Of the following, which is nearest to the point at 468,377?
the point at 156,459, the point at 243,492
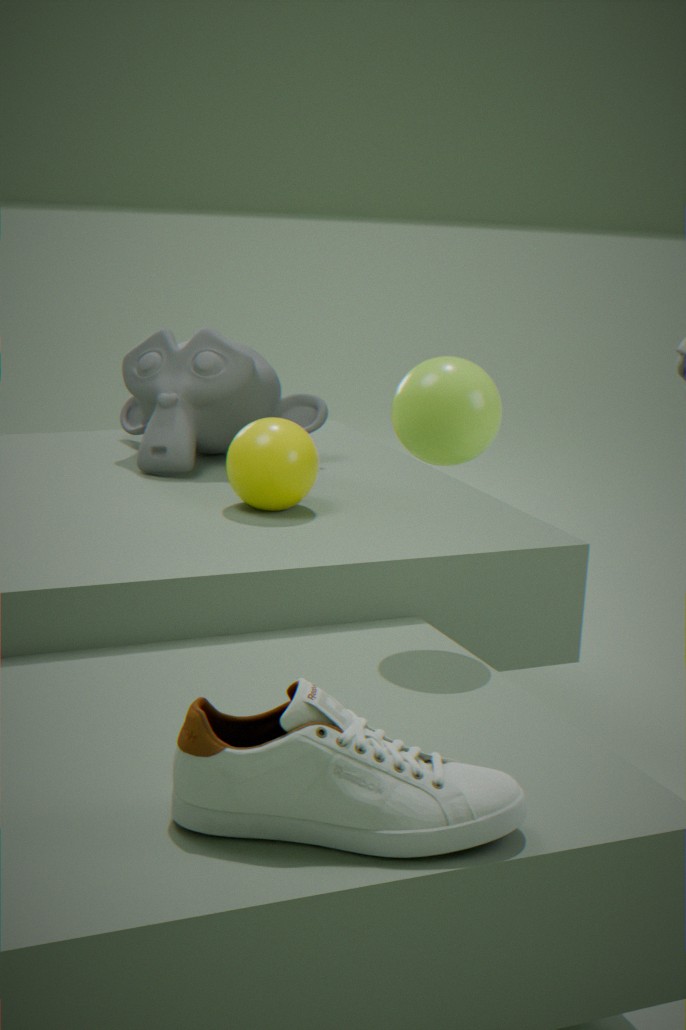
the point at 243,492
